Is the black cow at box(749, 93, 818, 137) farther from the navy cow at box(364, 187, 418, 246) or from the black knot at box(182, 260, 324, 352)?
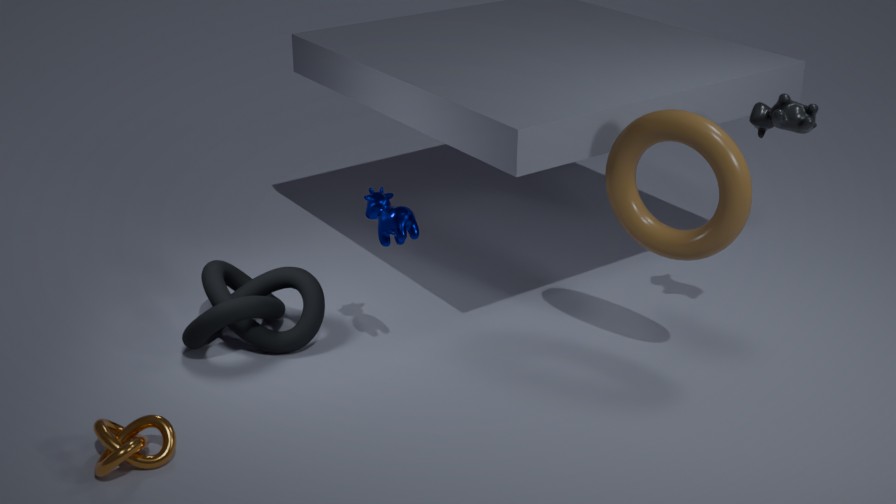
the black knot at box(182, 260, 324, 352)
